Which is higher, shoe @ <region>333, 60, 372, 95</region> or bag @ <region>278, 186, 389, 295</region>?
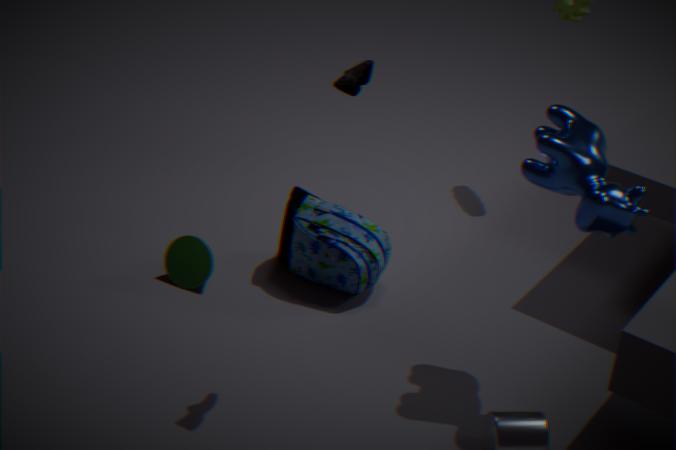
shoe @ <region>333, 60, 372, 95</region>
